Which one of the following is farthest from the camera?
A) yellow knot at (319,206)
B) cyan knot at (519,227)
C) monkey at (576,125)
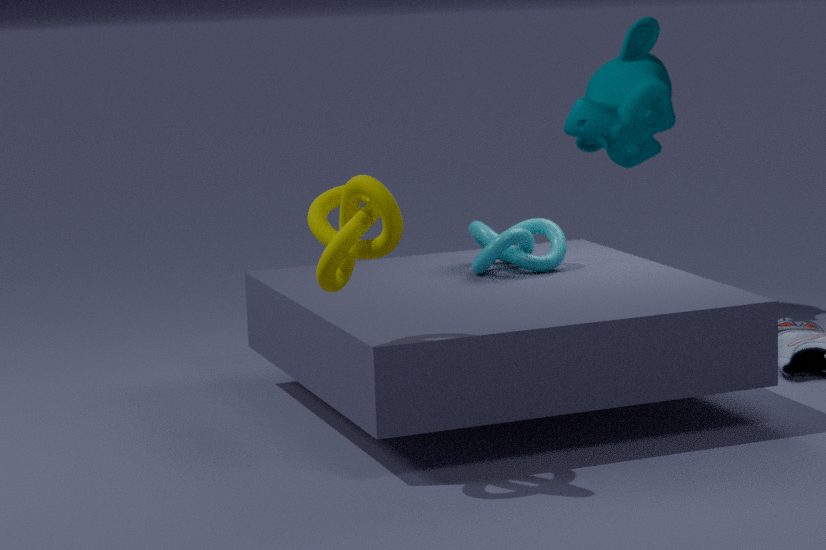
monkey at (576,125)
